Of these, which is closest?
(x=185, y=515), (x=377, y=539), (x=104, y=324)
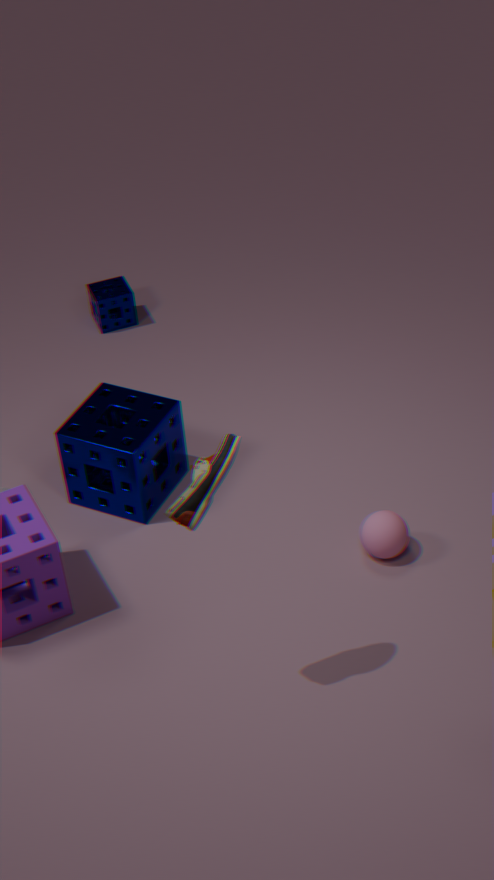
(x=185, y=515)
